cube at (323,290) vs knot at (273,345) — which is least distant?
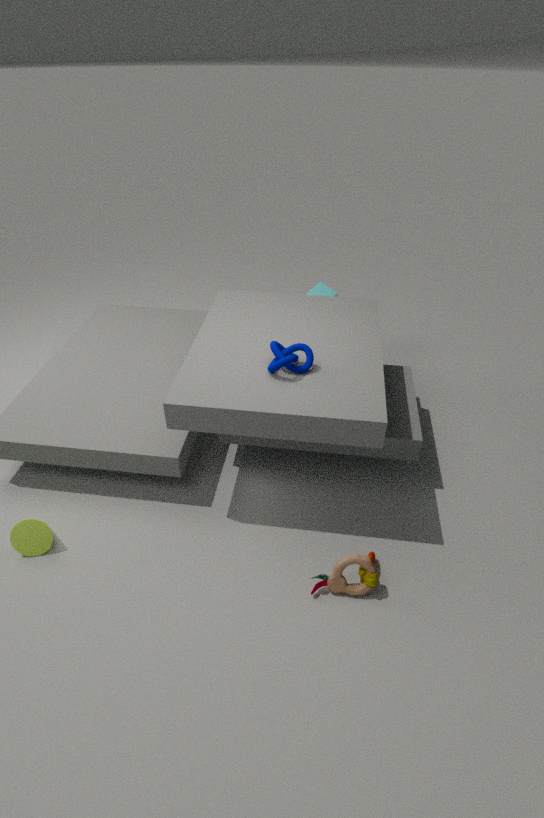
knot at (273,345)
